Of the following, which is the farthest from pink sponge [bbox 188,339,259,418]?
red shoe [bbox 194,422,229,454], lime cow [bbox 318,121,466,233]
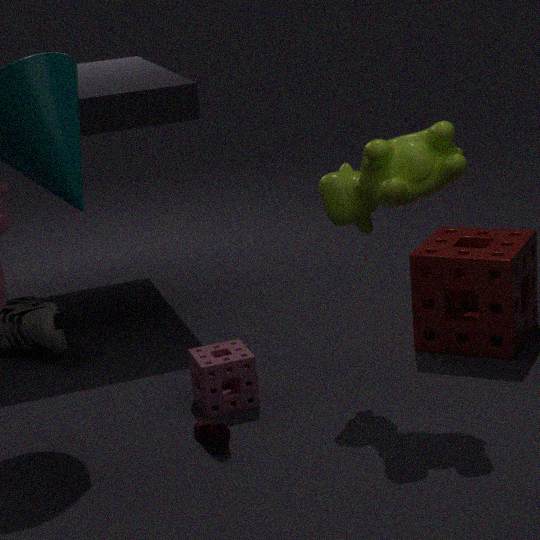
lime cow [bbox 318,121,466,233]
